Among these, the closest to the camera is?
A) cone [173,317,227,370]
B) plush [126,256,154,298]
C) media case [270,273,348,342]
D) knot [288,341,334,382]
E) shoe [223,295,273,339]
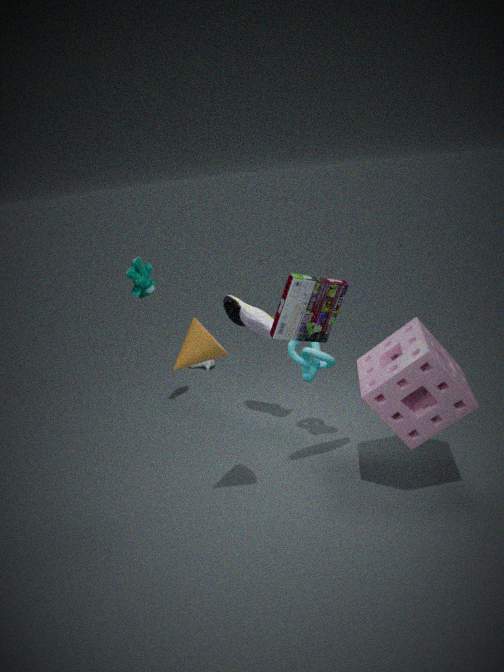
cone [173,317,227,370]
